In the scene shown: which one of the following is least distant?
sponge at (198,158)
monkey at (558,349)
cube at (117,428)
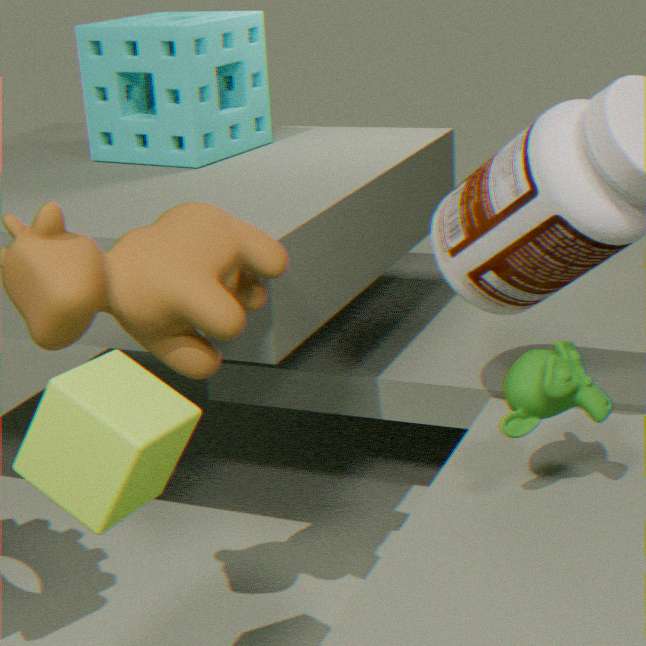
cube at (117,428)
